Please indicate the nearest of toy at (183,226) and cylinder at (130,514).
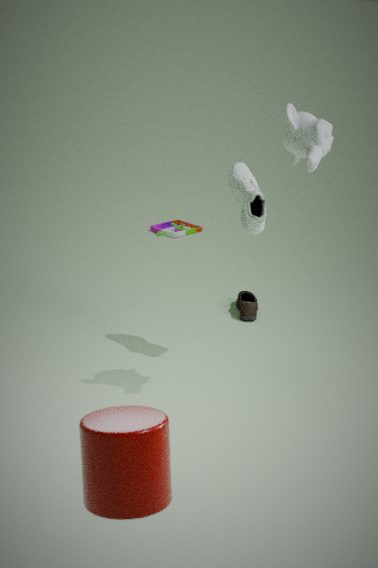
cylinder at (130,514)
